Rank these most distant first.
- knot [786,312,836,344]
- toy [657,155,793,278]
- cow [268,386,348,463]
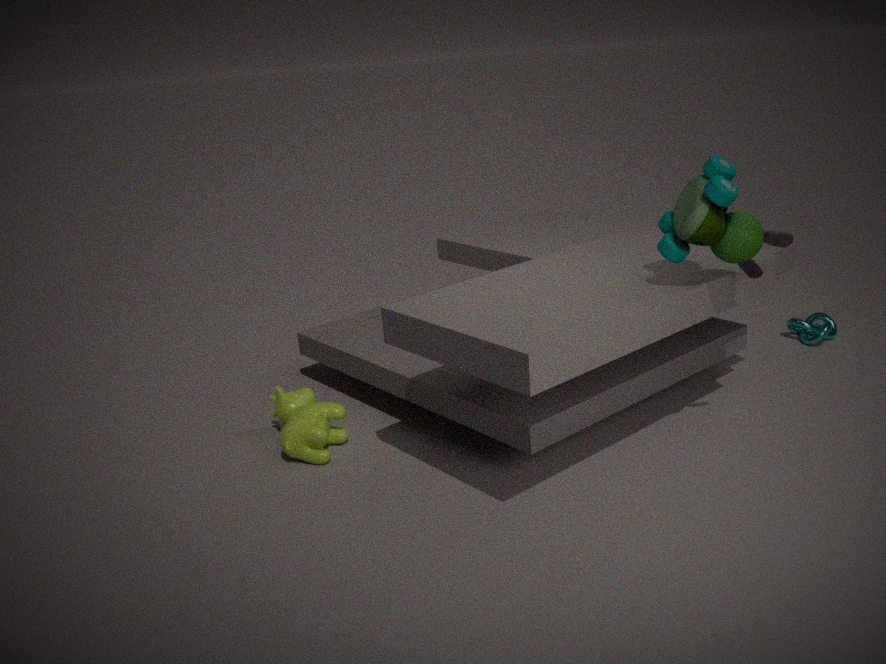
knot [786,312,836,344], cow [268,386,348,463], toy [657,155,793,278]
